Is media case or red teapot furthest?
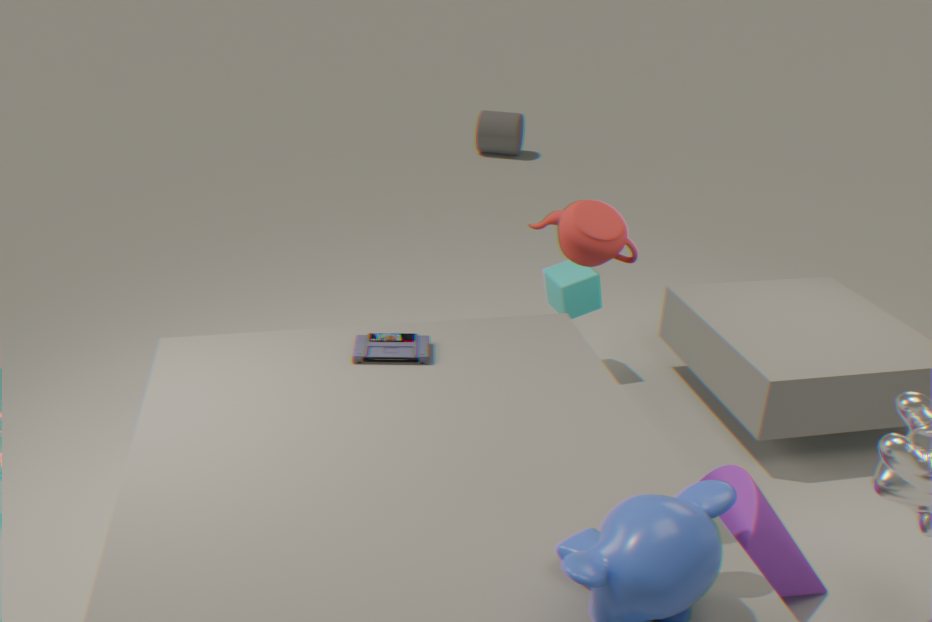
media case
